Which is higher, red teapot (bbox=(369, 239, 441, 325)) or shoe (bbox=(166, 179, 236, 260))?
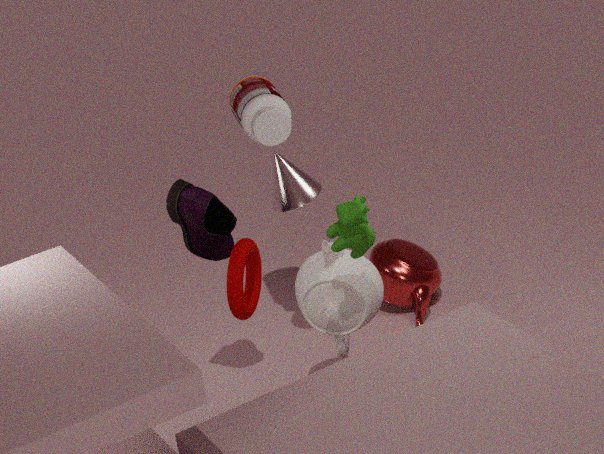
shoe (bbox=(166, 179, 236, 260))
